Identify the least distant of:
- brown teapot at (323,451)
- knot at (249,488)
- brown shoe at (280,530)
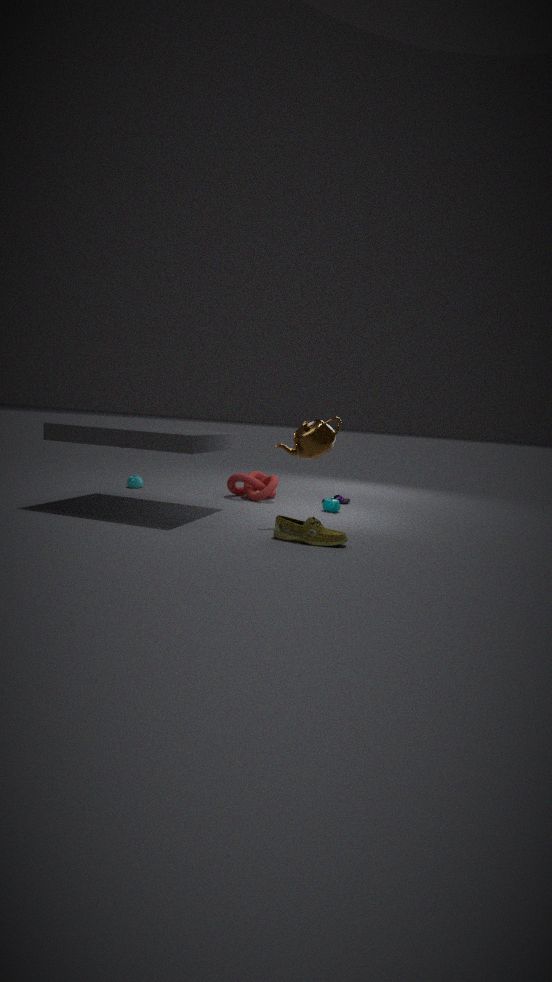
brown shoe at (280,530)
